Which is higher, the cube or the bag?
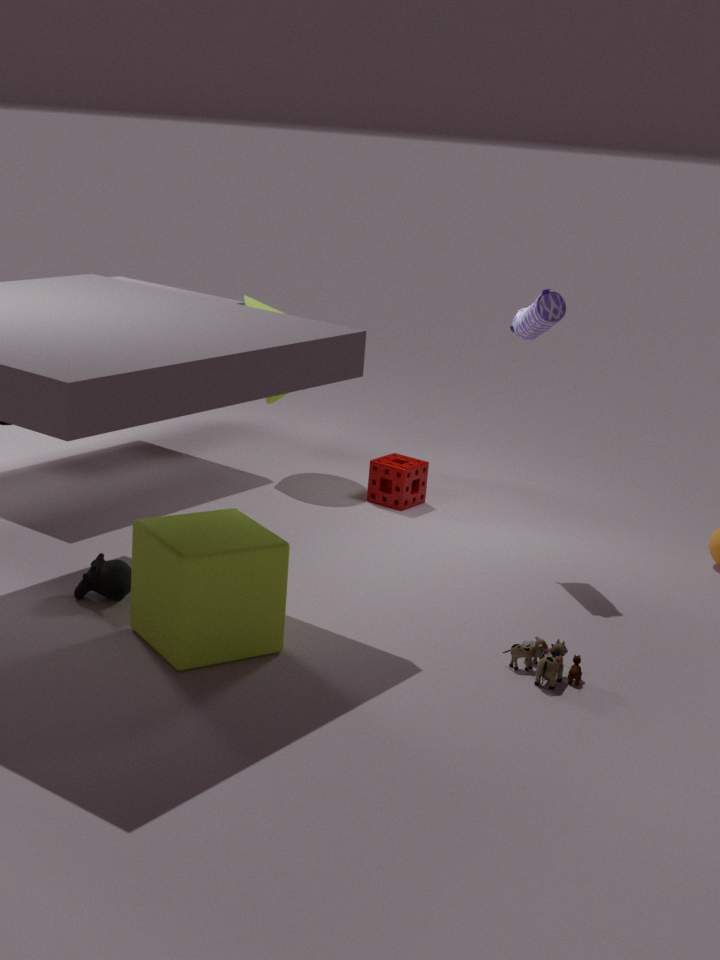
the bag
